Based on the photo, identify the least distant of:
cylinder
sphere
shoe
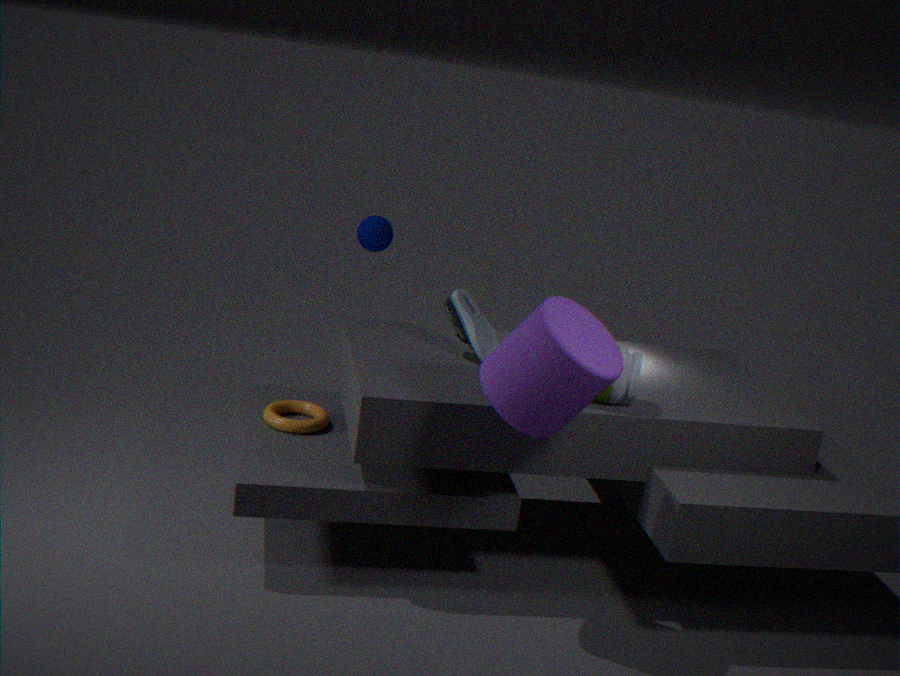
cylinder
